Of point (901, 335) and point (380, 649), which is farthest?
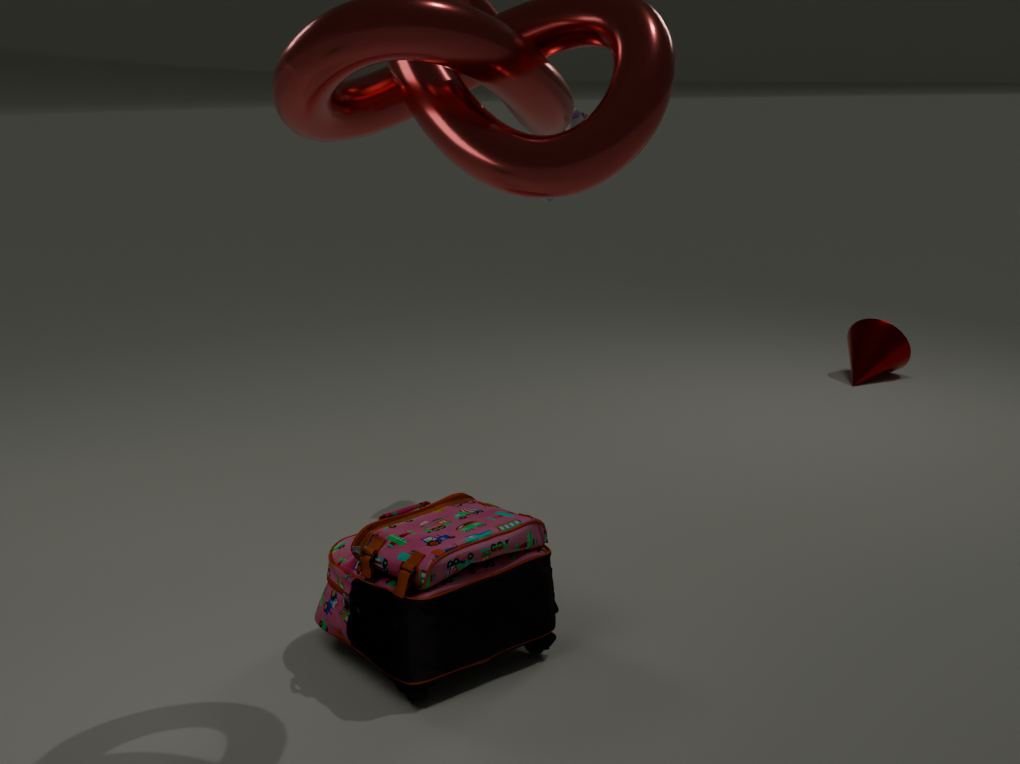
point (901, 335)
